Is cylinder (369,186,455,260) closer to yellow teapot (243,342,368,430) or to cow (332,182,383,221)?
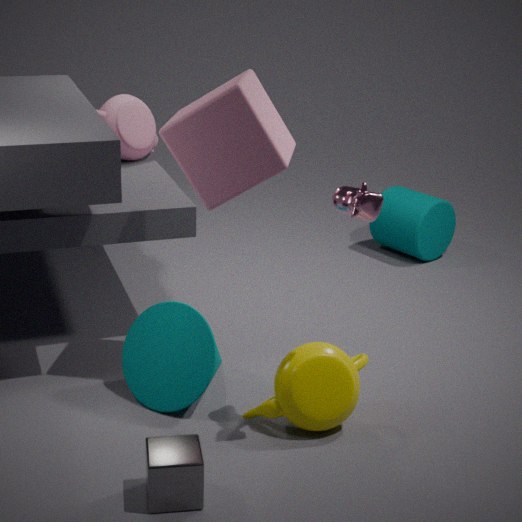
yellow teapot (243,342,368,430)
